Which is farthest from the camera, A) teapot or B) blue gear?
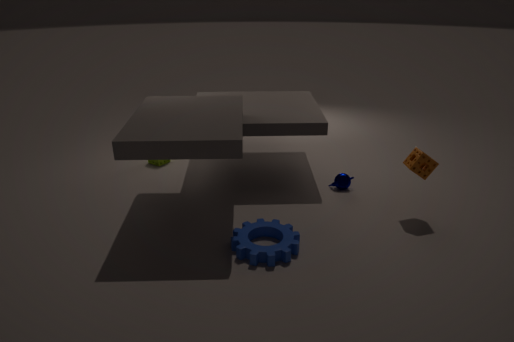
A. teapot
